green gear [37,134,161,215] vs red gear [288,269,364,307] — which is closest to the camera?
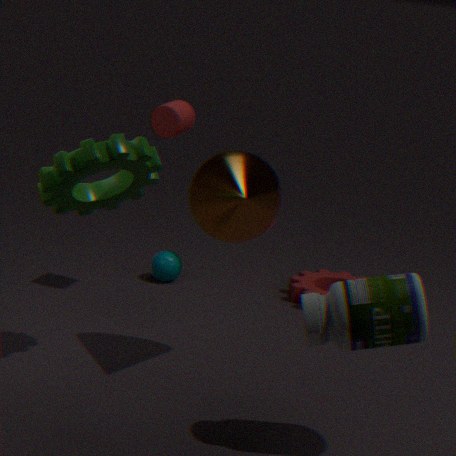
green gear [37,134,161,215]
